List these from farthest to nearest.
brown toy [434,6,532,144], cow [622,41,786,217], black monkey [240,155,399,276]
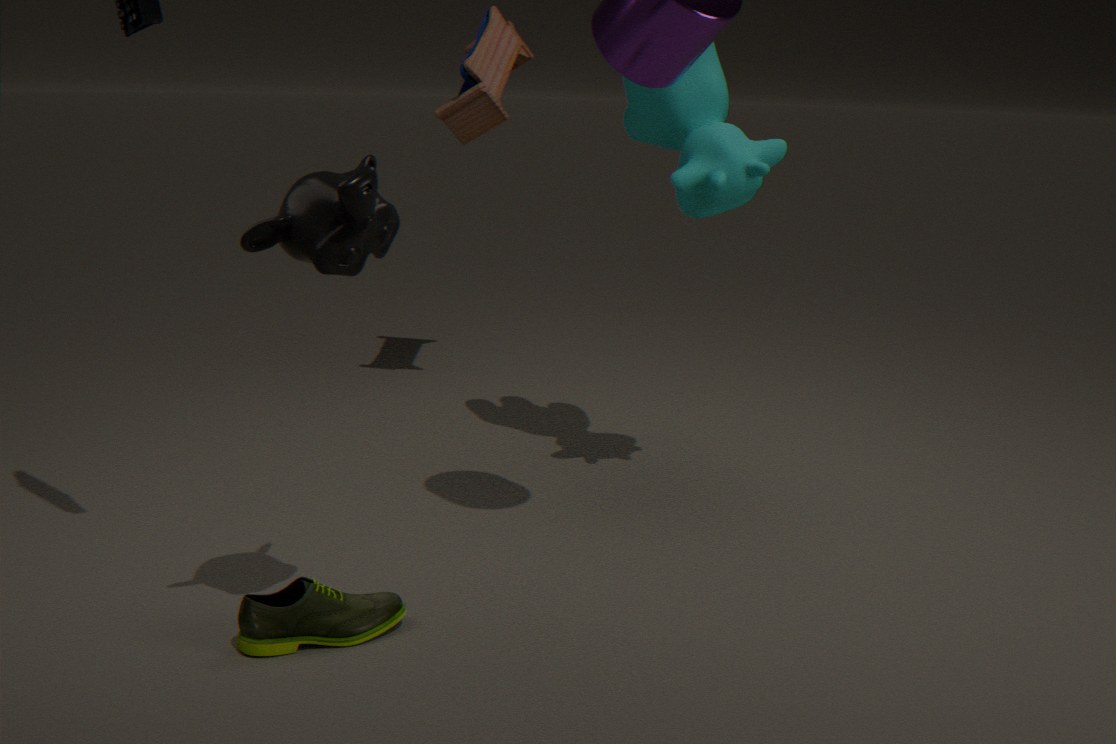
brown toy [434,6,532,144] → cow [622,41,786,217] → black monkey [240,155,399,276]
